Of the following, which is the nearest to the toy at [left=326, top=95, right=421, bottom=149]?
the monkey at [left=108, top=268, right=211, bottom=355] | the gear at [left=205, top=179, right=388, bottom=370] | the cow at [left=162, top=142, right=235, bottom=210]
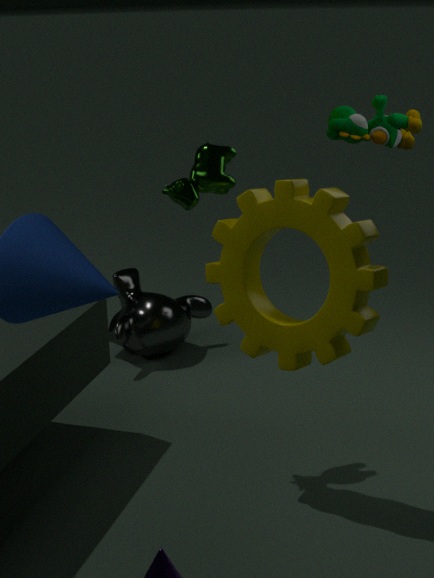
the cow at [left=162, top=142, right=235, bottom=210]
